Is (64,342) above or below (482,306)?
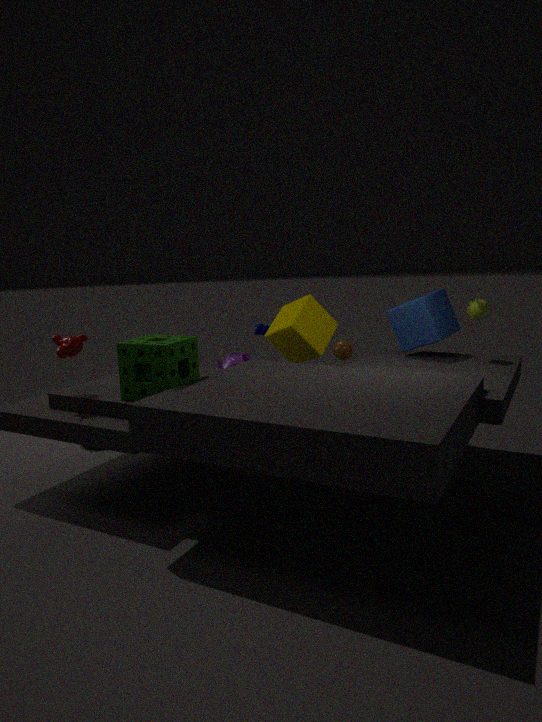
below
